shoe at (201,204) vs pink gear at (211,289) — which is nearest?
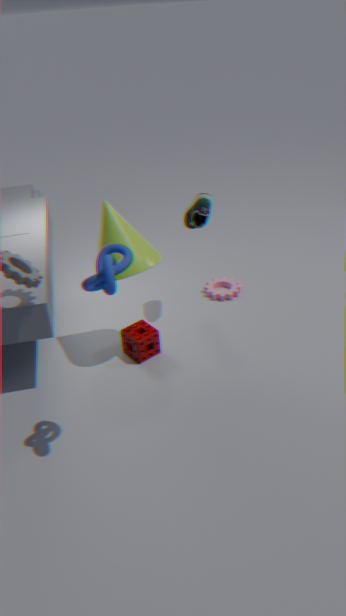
shoe at (201,204)
